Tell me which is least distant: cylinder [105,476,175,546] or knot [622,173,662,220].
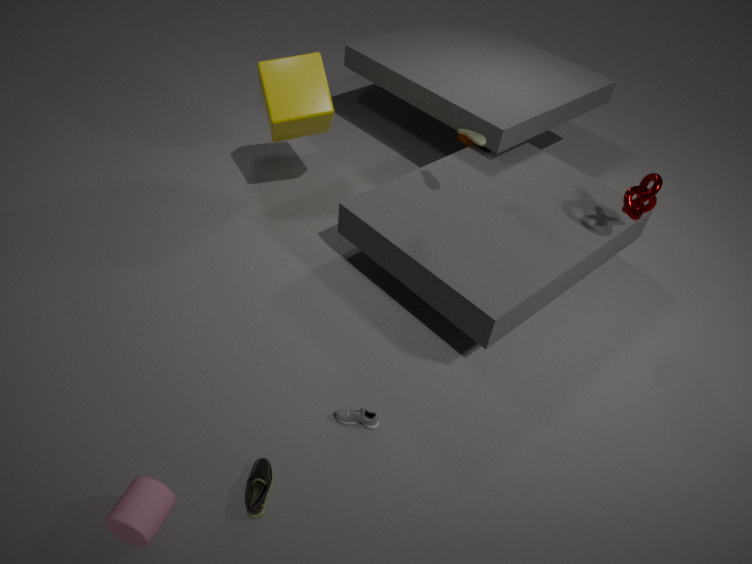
cylinder [105,476,175,546]
